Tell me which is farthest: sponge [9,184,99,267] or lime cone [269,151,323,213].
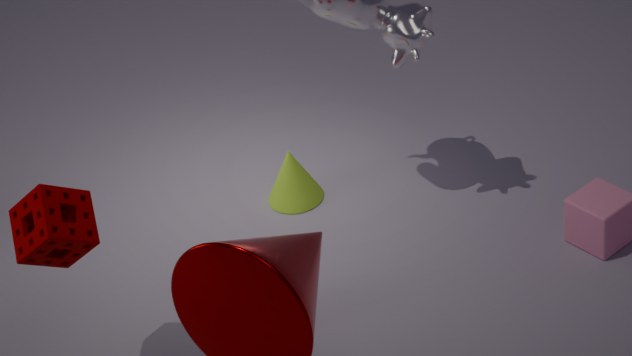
lime cone [269,151,323,213]
